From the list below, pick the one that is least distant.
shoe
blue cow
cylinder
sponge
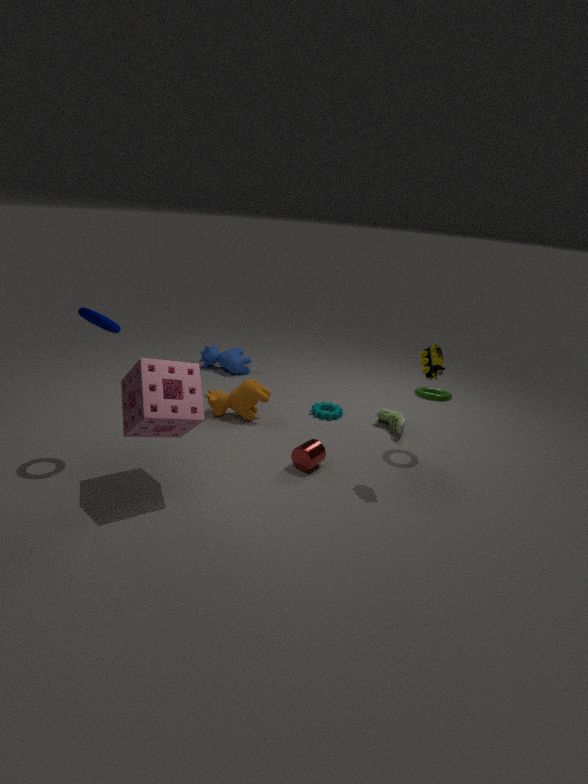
sponge
